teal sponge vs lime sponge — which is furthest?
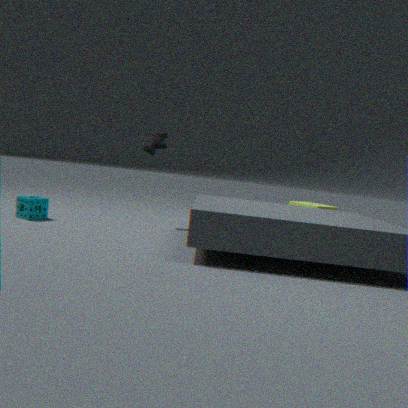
lime sponge
